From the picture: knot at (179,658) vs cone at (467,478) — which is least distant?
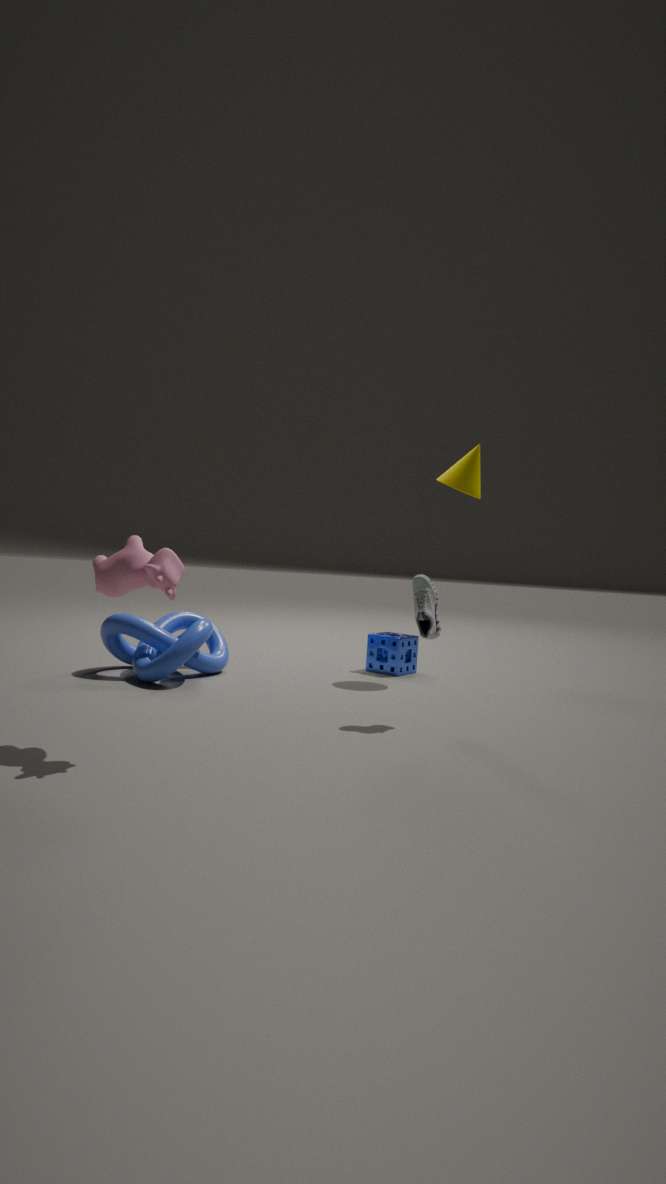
knot at (179,658)
